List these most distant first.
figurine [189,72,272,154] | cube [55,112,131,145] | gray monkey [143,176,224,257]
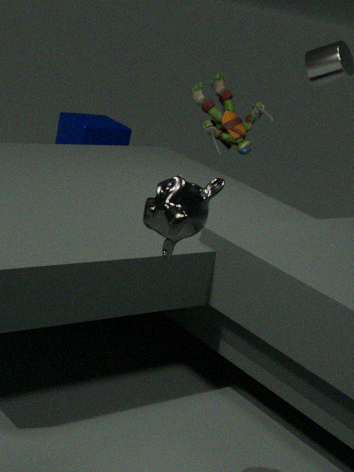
1. cube [55,112,131,145]
2. figurine [189,72,272,154]
3. gray monkey [143,176,224,257]
